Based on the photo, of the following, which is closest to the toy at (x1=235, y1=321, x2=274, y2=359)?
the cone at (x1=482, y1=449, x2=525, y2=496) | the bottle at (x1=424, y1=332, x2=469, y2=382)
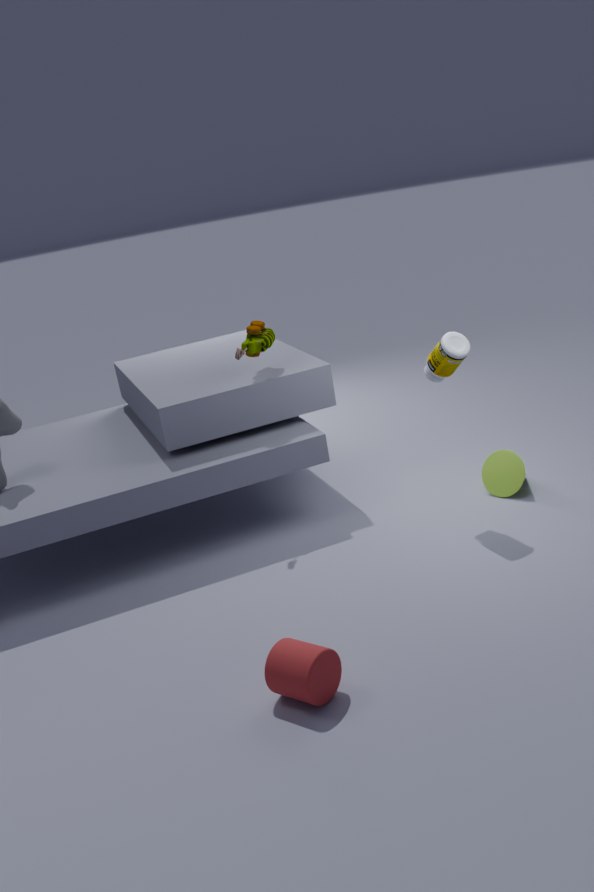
the bottle at (x1=424, y1=332, x2=469, y2=382)
